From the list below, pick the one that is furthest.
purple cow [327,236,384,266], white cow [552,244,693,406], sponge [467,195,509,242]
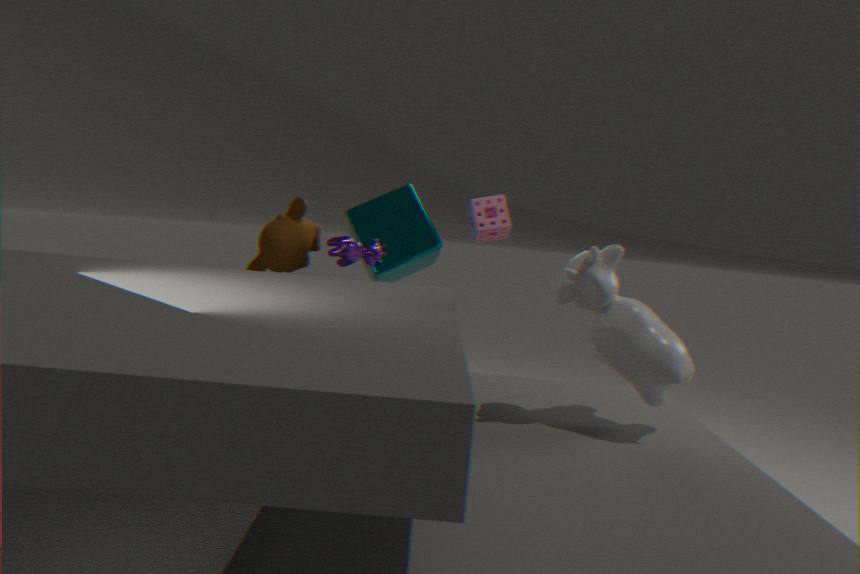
sponge [467,195,509,242]
